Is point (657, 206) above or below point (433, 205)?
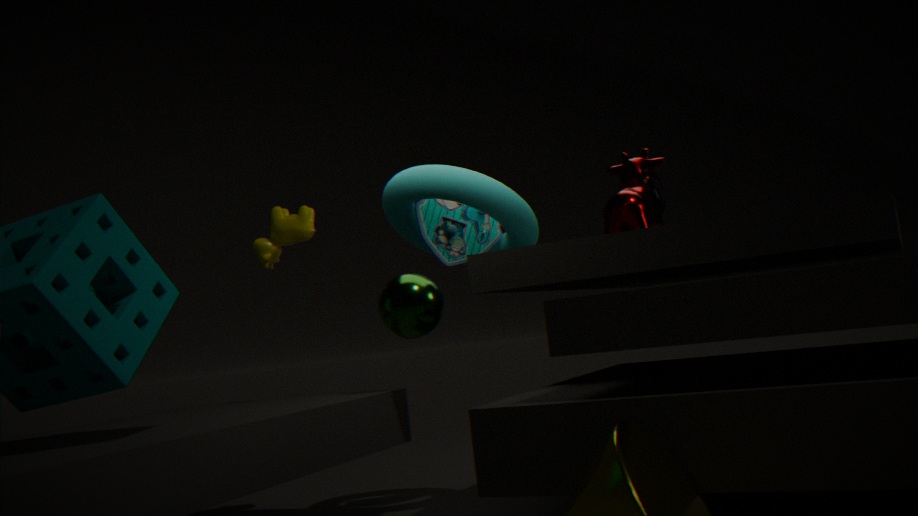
above
